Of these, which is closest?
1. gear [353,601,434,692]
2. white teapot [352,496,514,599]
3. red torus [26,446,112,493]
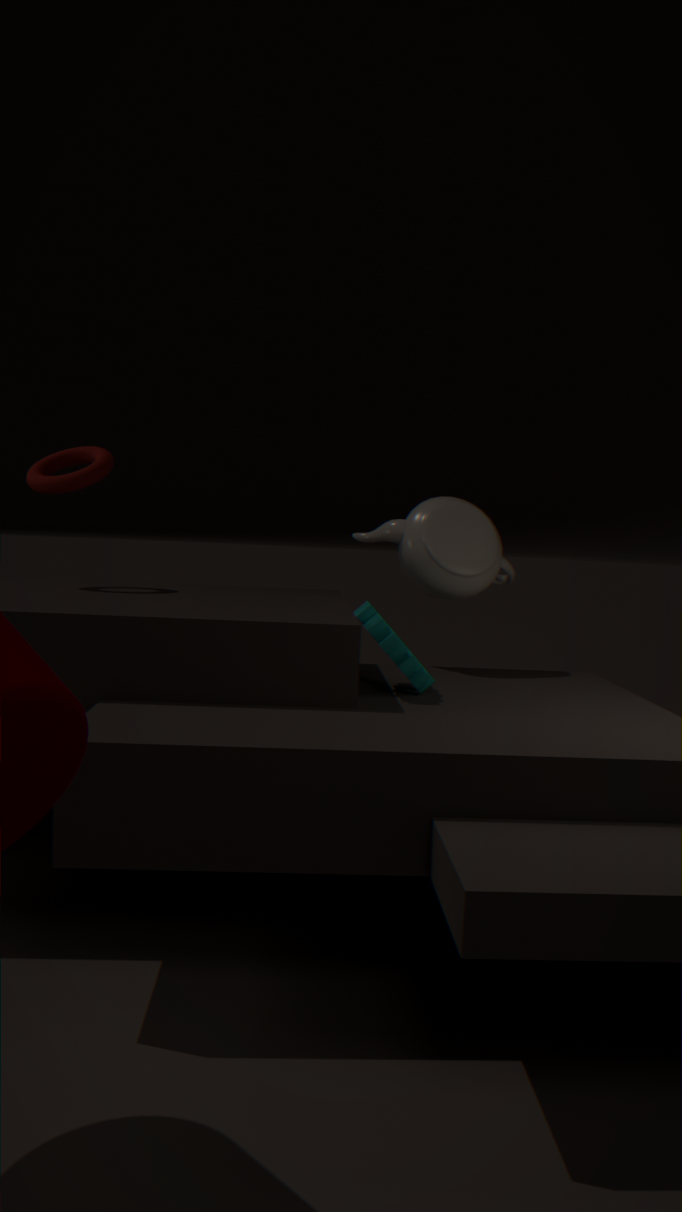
gear [353,601,434,692]
